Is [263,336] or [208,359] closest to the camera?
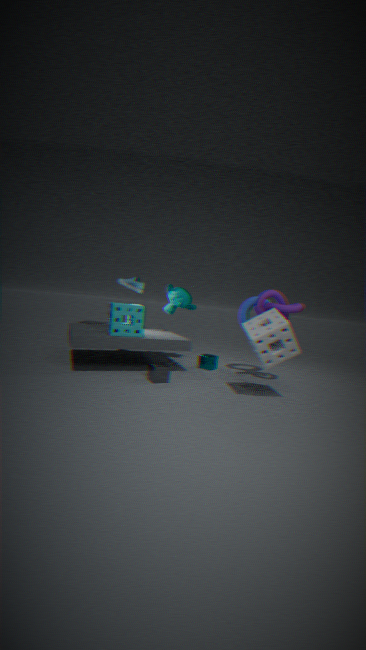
[263,336]
